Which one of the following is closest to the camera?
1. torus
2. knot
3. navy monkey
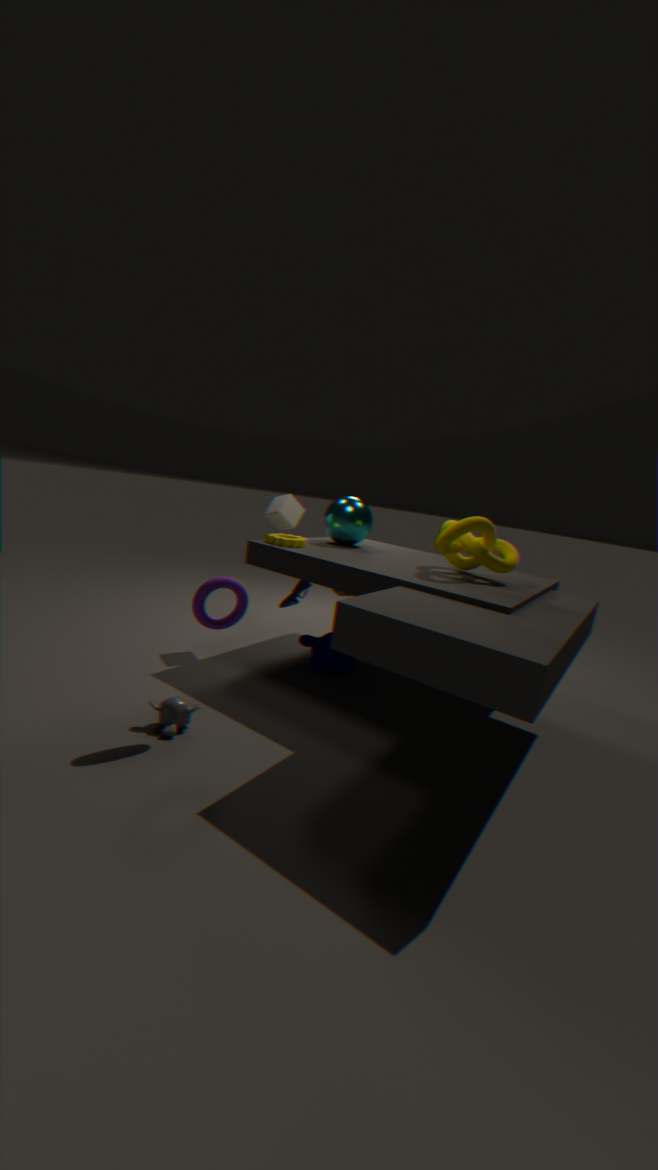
torus
